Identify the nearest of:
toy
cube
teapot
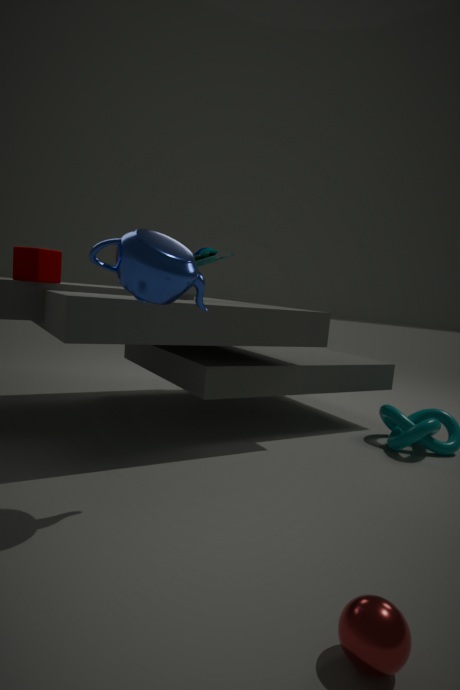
teapot
